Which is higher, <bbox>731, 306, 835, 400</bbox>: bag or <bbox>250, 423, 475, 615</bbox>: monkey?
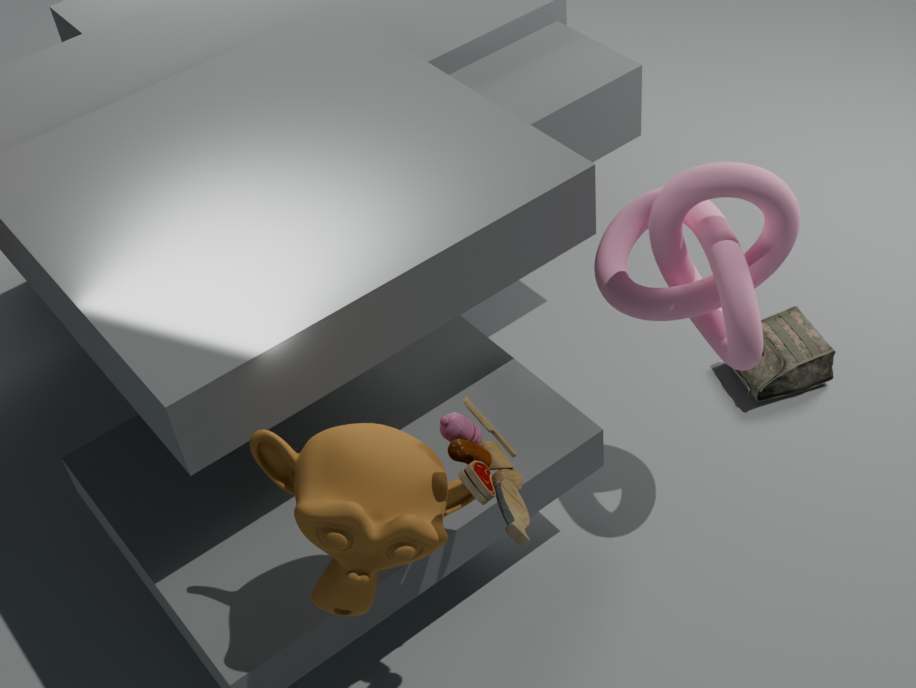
<bbox>250, 423, 475, 615</bbox>: monkey
